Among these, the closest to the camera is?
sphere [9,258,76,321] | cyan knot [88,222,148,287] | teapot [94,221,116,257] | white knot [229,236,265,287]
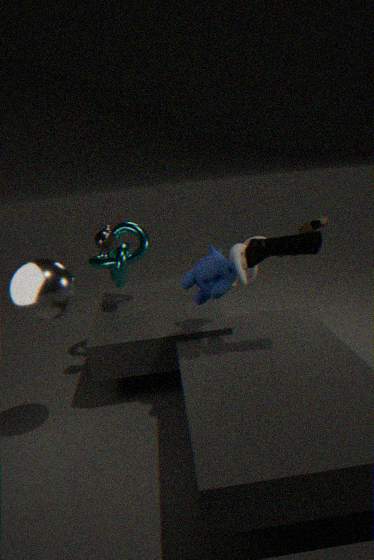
sphere [9,258,76,321]
